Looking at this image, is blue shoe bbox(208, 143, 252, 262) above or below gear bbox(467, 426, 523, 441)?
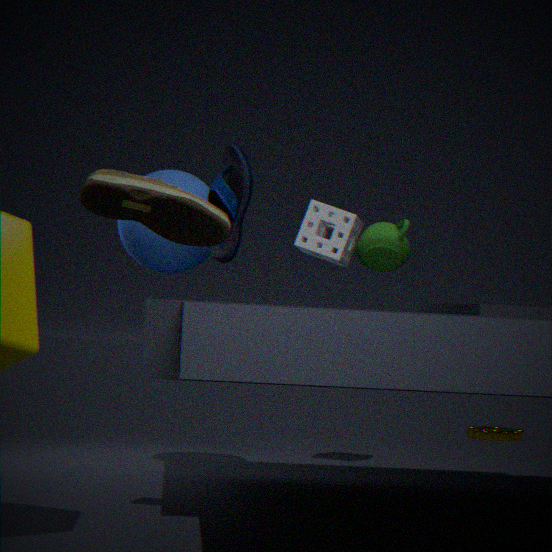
above
